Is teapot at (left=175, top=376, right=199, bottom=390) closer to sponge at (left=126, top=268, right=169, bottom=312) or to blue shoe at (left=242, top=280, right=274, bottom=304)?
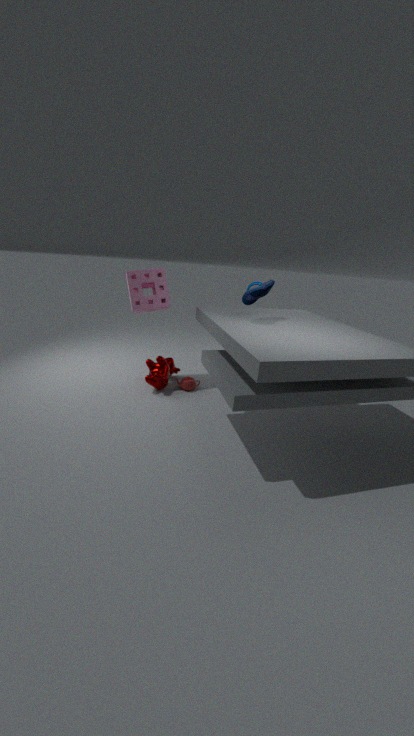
sponge at (left=126, top=268, right=169, bottom=312)
